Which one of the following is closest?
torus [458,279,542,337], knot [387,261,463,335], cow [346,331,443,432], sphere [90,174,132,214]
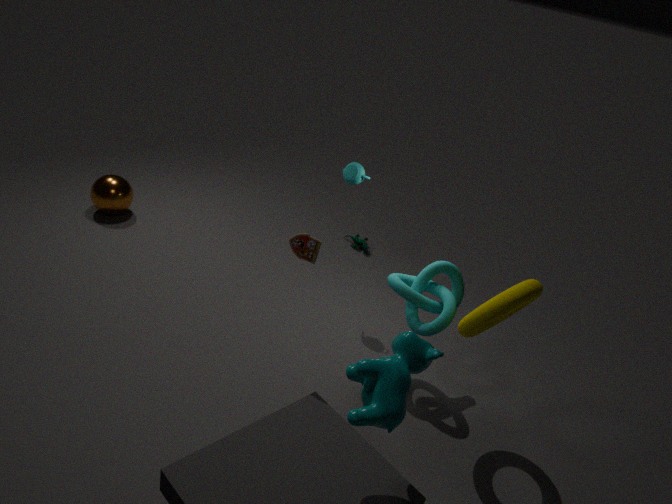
cow [346,331,443,432]
